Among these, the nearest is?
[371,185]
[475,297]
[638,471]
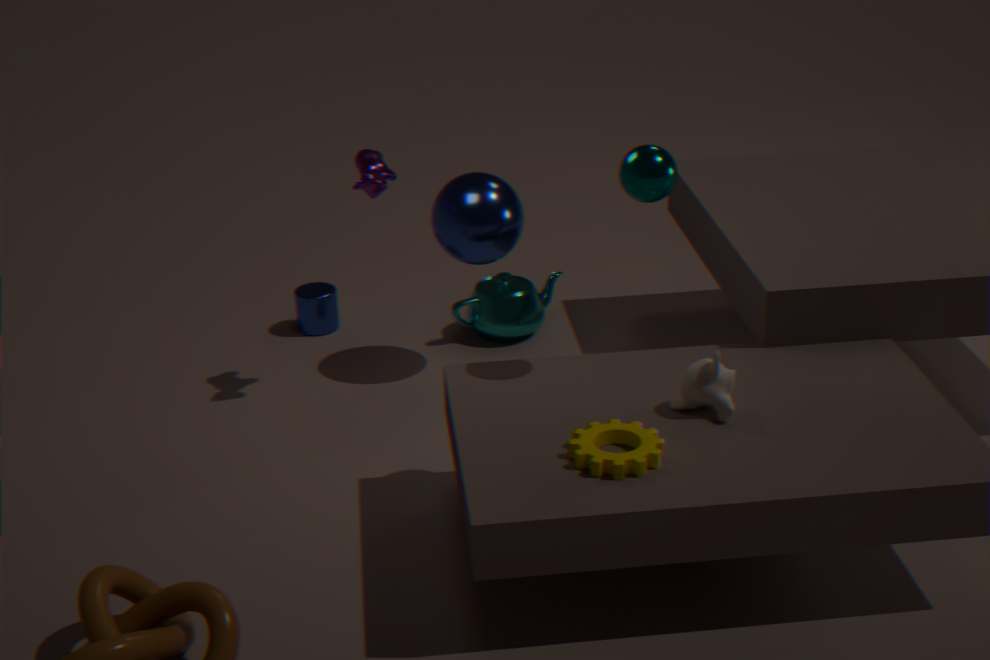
[638,471]
